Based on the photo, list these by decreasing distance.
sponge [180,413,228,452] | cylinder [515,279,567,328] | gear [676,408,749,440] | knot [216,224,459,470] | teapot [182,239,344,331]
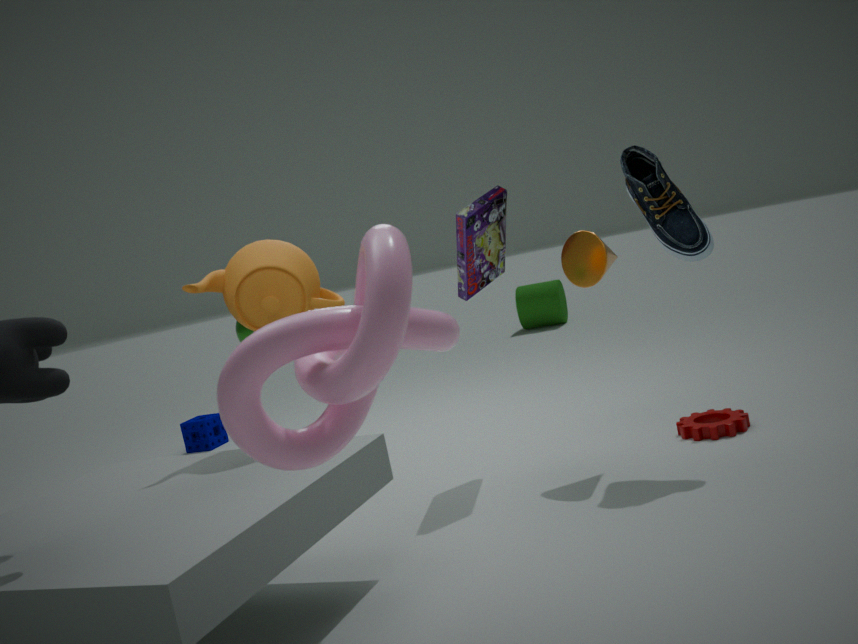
cylinder [515,279,567,328] < sponge [180,413,228,452] < gear [676,408,749,440] < teapot [182,239,344,331] < knot [216,224,459,470]
